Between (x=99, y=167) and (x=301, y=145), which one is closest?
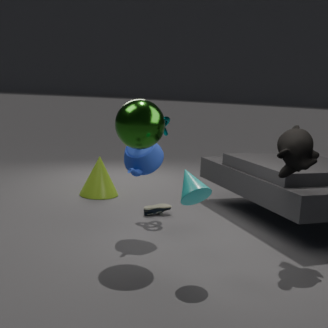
(x=301, y=145)
